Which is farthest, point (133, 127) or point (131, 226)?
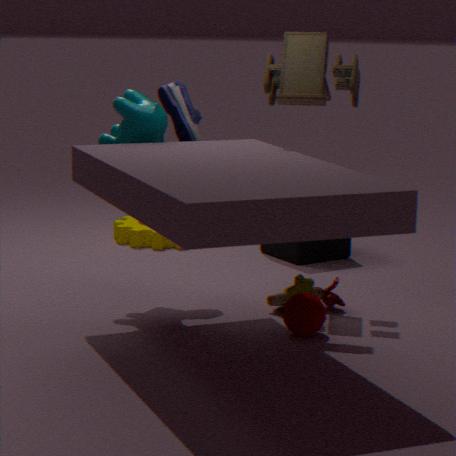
point (131, 226)
